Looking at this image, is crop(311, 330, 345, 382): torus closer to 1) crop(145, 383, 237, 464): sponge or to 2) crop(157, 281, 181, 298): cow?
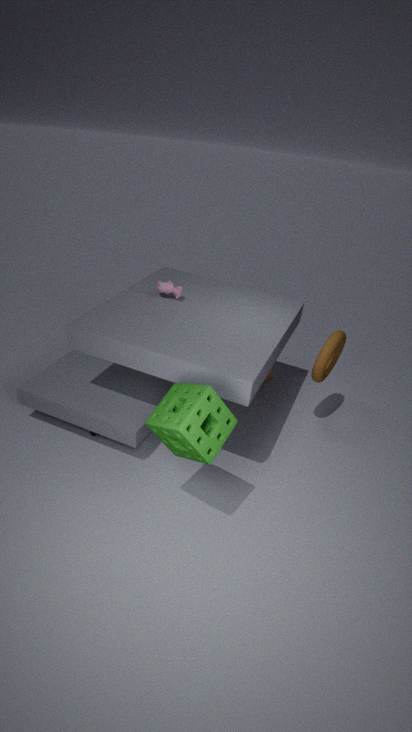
1) crop(145, 383, 237, 464): sponge
